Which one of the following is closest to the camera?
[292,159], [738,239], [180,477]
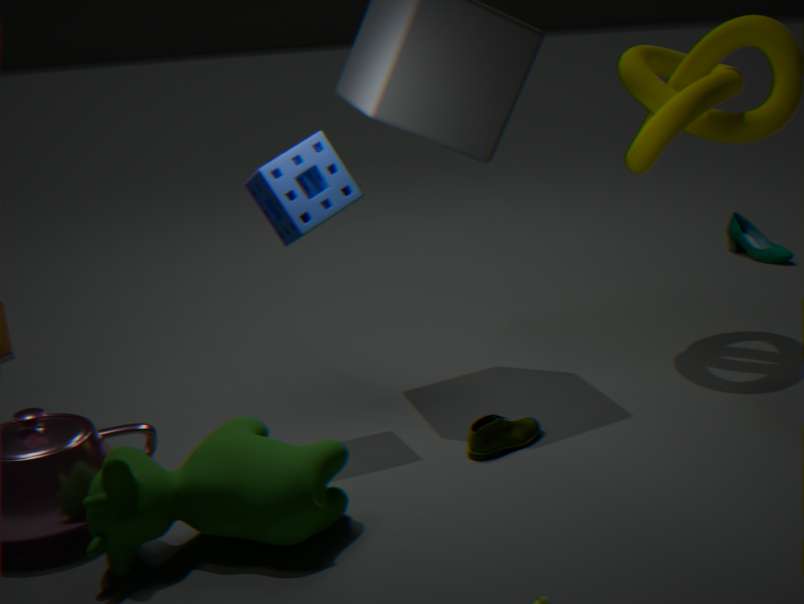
[180,477]
